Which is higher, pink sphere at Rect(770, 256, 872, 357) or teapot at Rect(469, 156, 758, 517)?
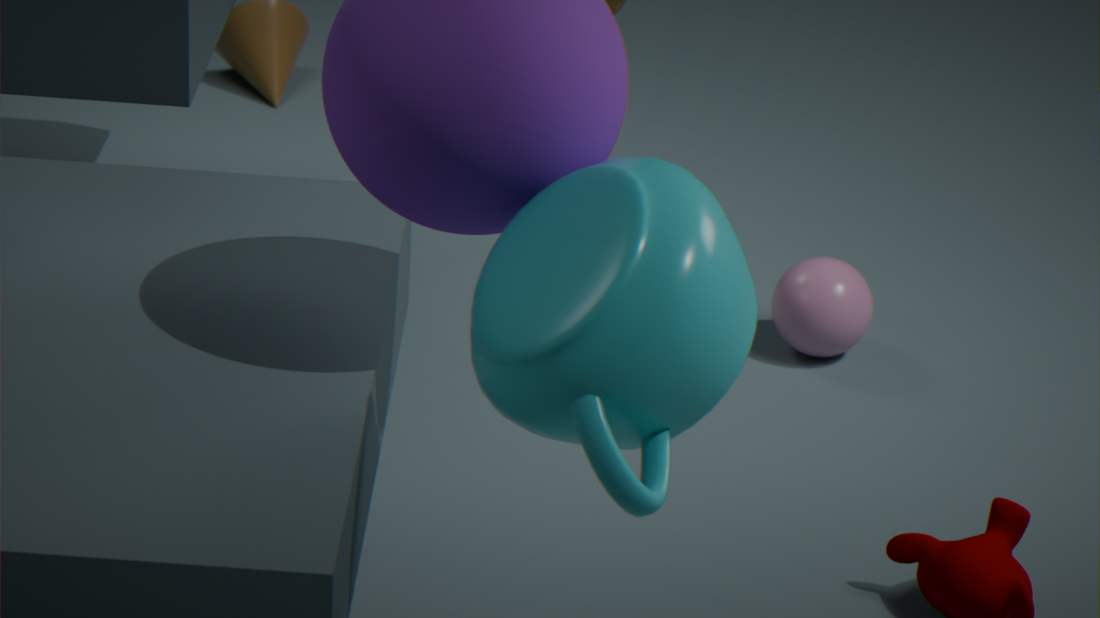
teapot at Rect(469, 156, 758, 517)
